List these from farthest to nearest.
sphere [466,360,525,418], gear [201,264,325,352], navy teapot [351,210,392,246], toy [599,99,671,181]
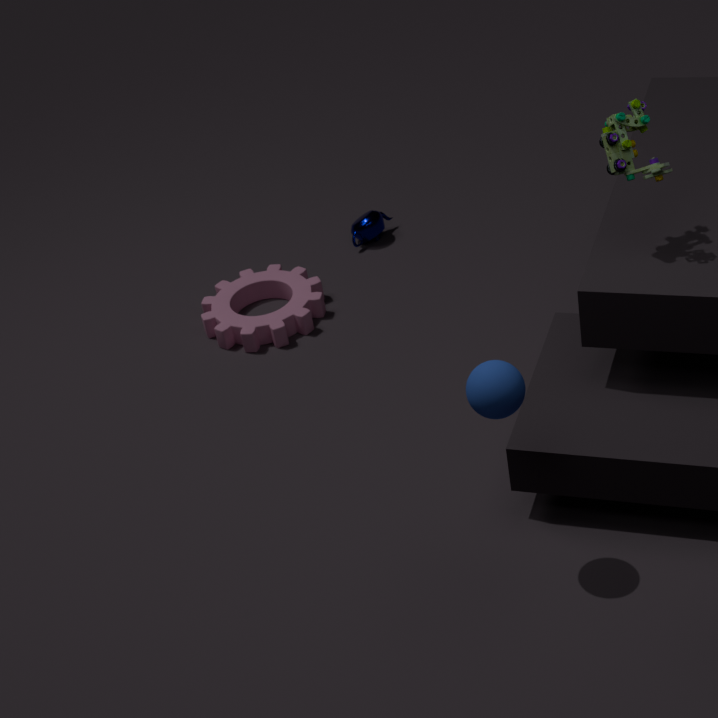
navy teapot [351,210,392,246], gear [201,264,325,352], toy [599,99,671,181], sphere [466,360,525,418]
